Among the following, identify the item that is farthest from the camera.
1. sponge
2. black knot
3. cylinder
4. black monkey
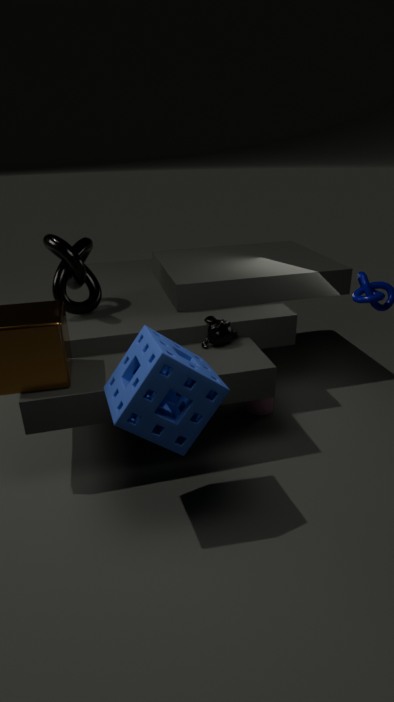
cylinder
